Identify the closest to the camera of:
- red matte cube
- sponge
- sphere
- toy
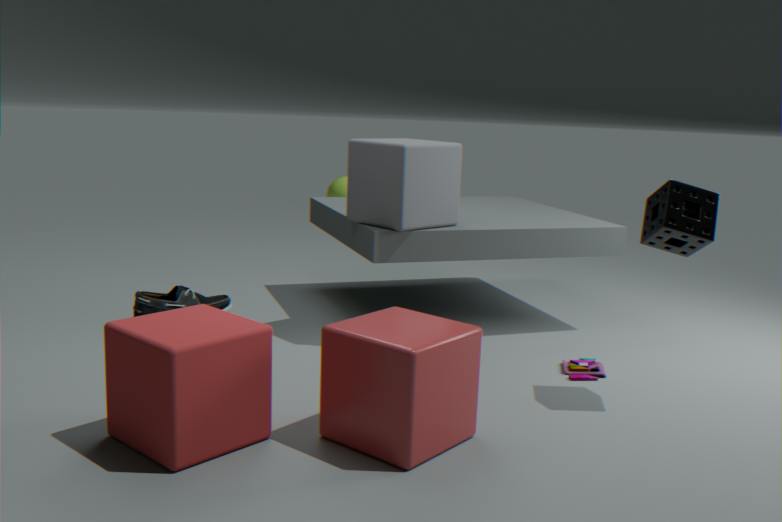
red matte cube
